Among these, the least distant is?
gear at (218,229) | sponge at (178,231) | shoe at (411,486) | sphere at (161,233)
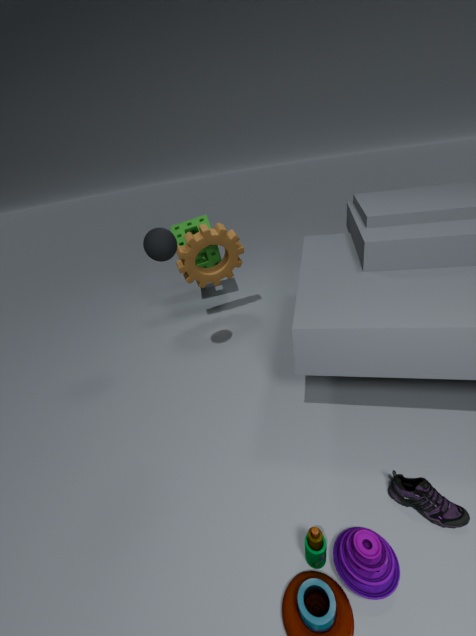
shoe at (411,486)
